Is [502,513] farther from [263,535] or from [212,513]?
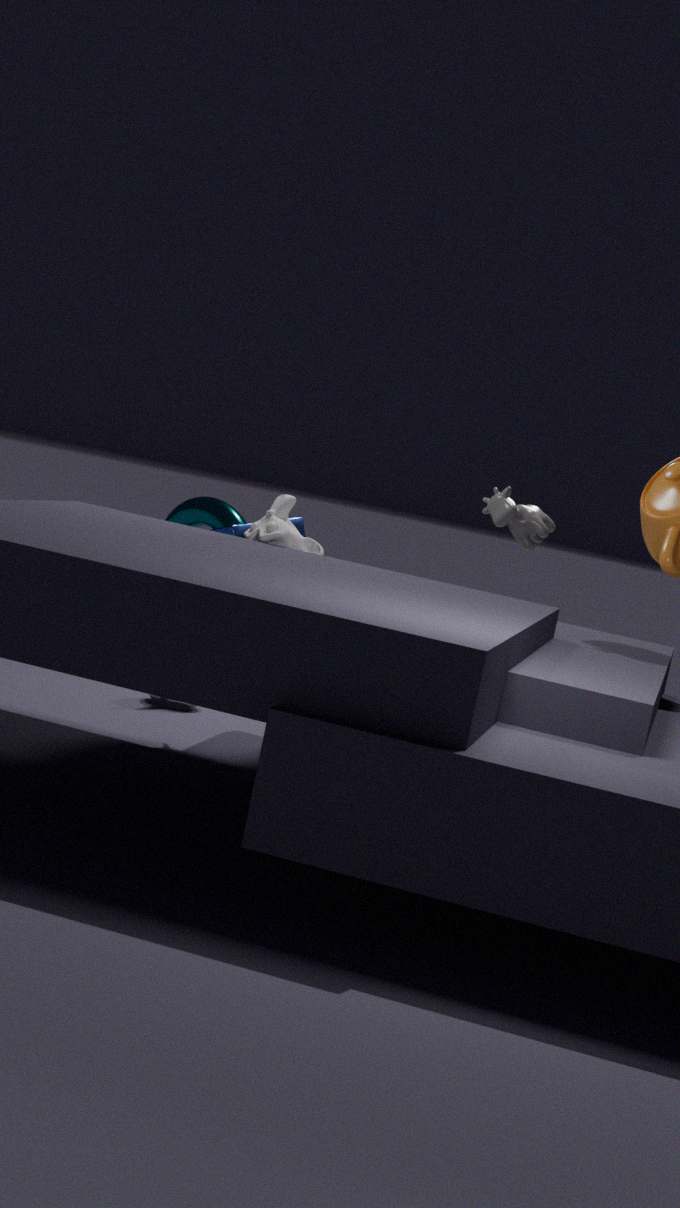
[212,513]
